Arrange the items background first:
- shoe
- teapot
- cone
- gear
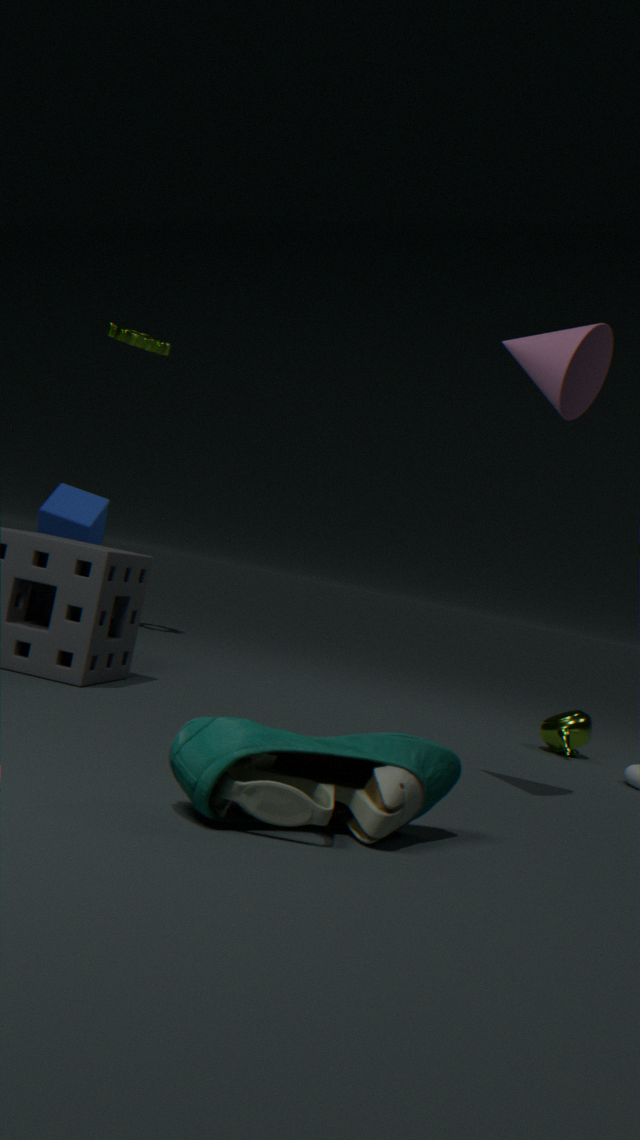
gear, teapot, cone, shoe
